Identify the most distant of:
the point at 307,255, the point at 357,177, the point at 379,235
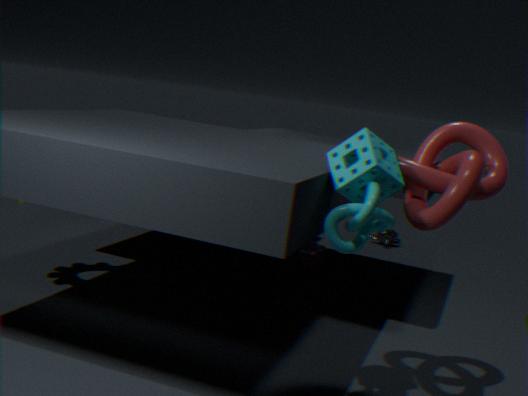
the point at 379,235
